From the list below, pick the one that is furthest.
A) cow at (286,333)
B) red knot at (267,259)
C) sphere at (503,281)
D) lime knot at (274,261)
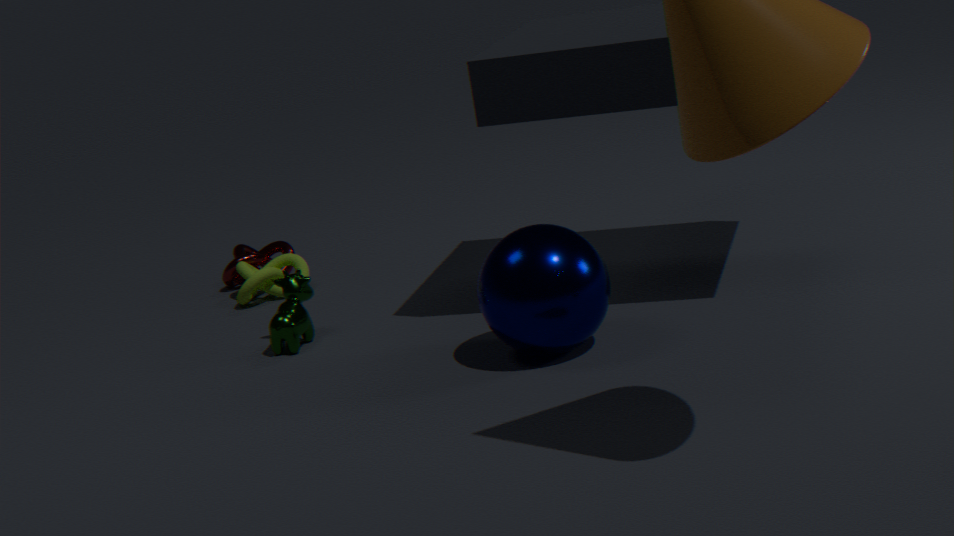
red knot at (267,259)
